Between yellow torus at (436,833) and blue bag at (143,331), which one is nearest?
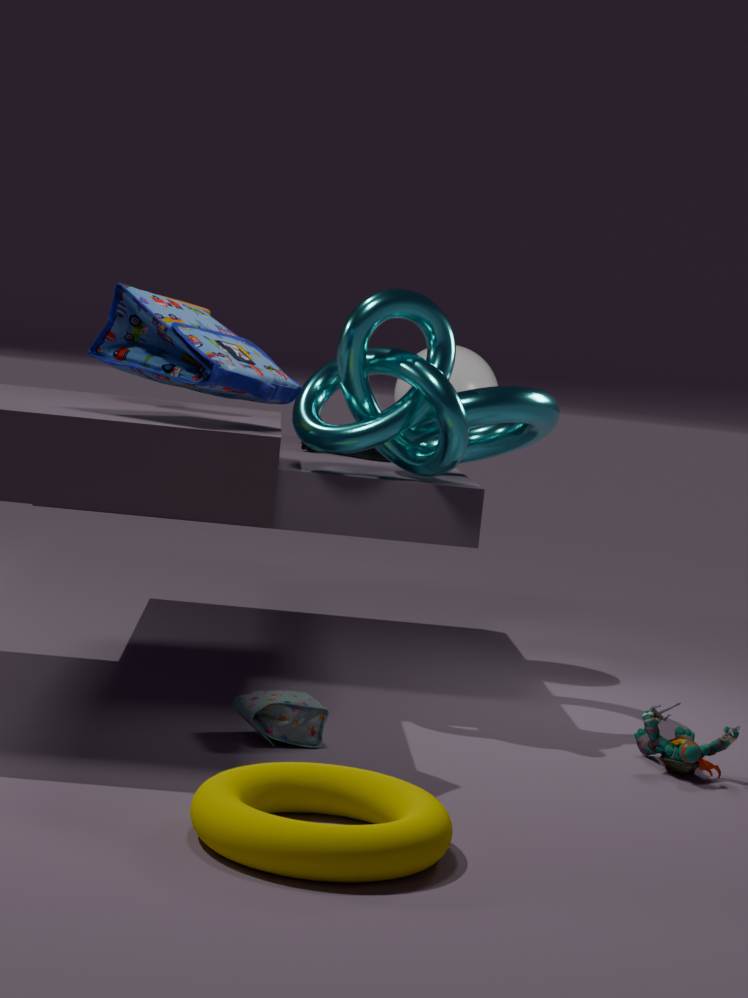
yellow torus at (436,833)
